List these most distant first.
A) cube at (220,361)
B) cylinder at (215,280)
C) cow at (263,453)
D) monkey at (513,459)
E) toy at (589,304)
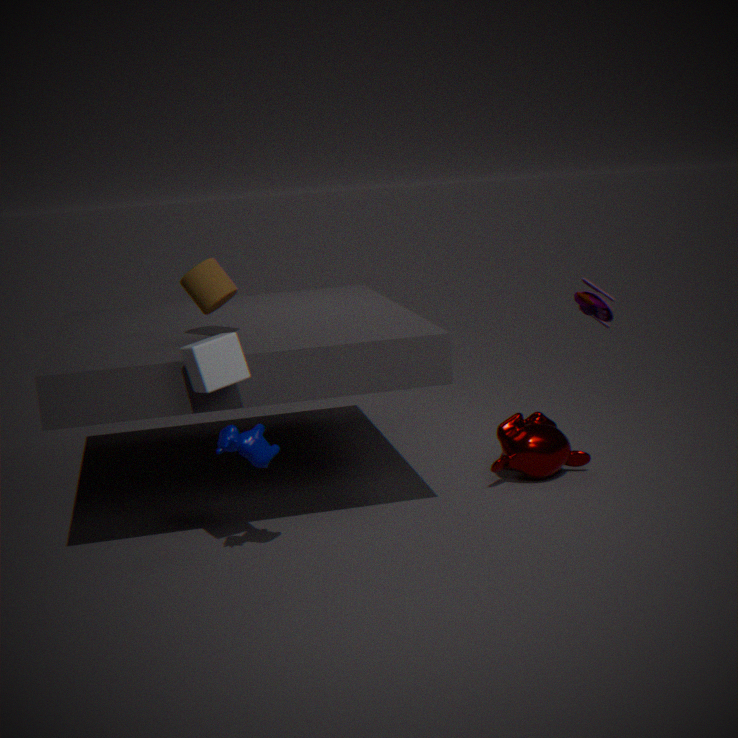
monkey at (513,459) → cylinder at (215,280) → toy at (589,304) → cow at (263,453) → cube at (220,361)
